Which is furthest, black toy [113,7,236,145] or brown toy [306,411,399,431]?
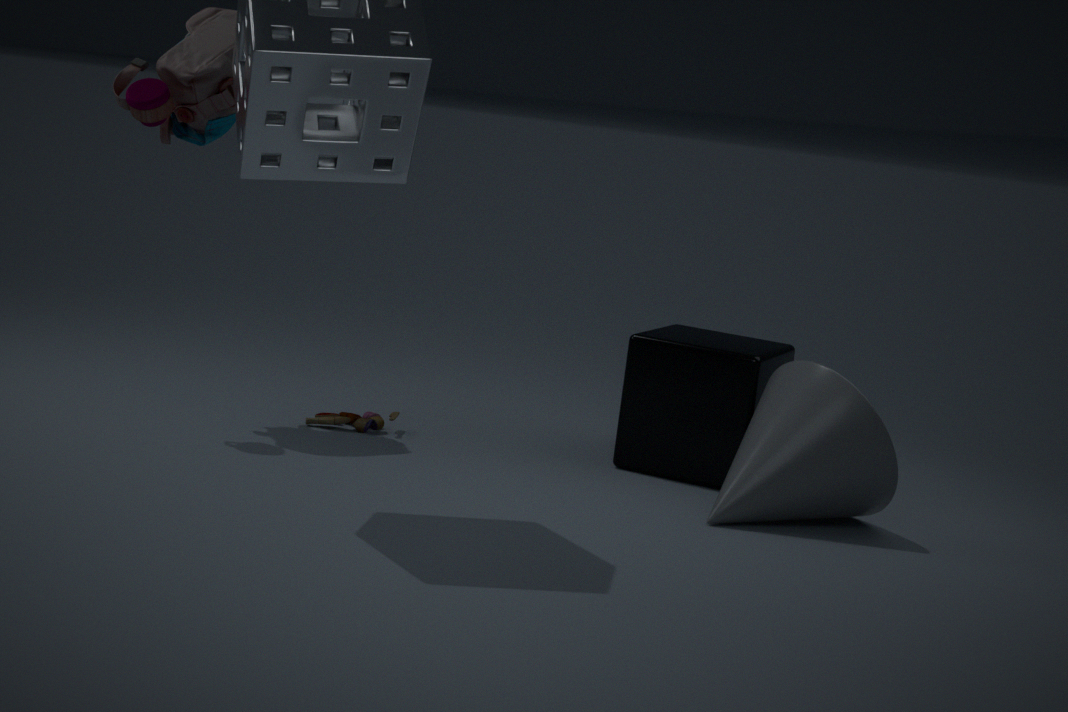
brown toy [306,411,399,431]
